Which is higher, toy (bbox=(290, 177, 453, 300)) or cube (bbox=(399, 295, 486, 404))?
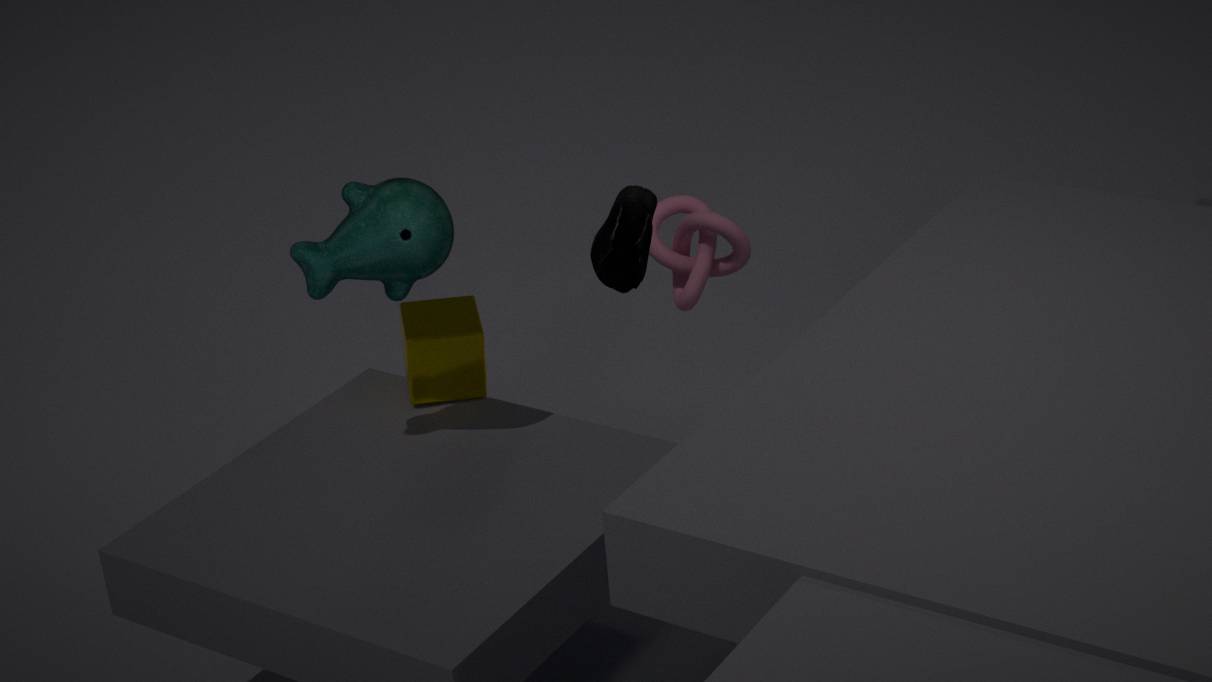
toy (bbox=(290, 177, 453, 300))
